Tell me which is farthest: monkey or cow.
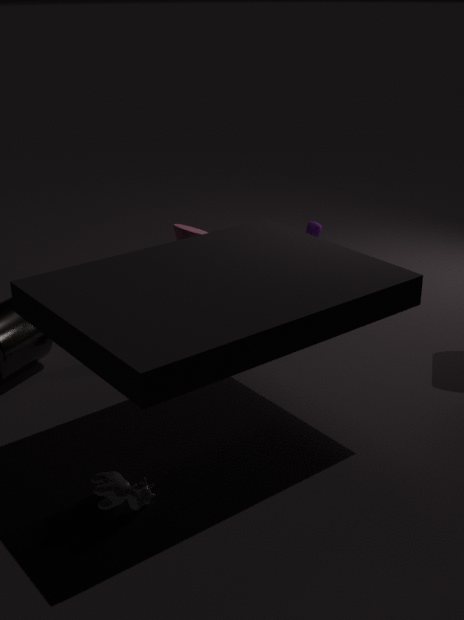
monkey
